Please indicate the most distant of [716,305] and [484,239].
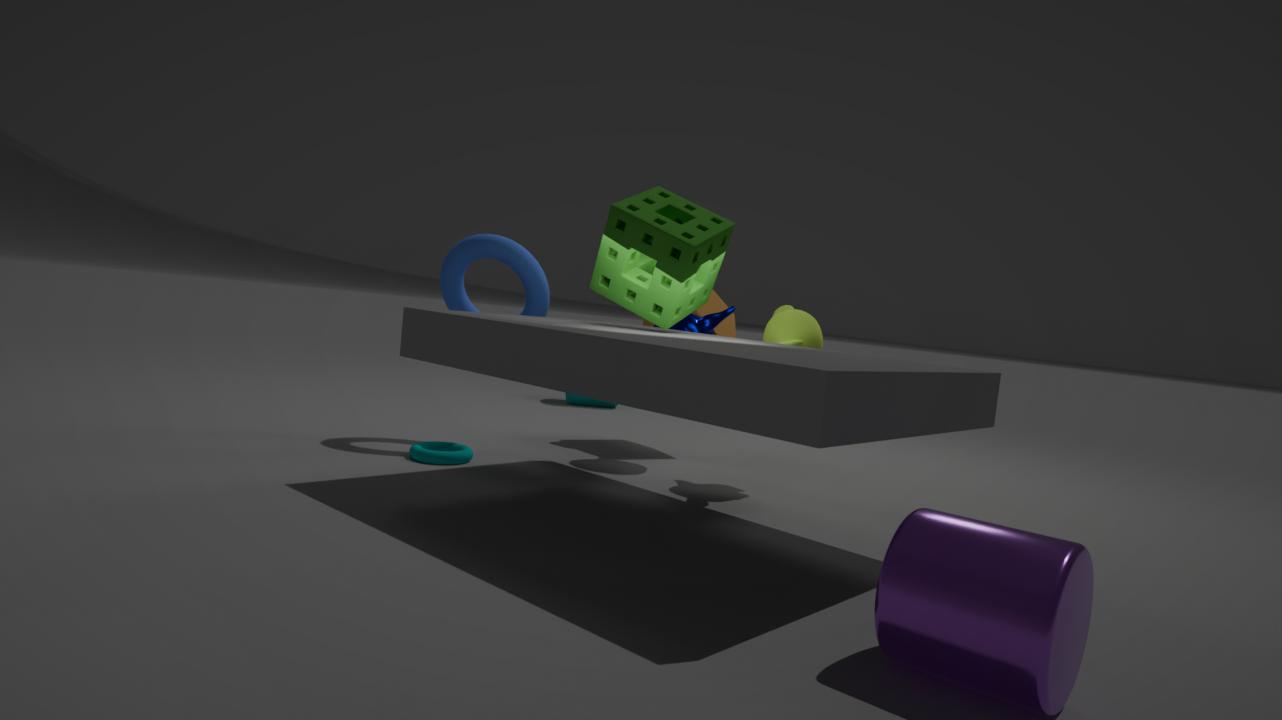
[716,305]
